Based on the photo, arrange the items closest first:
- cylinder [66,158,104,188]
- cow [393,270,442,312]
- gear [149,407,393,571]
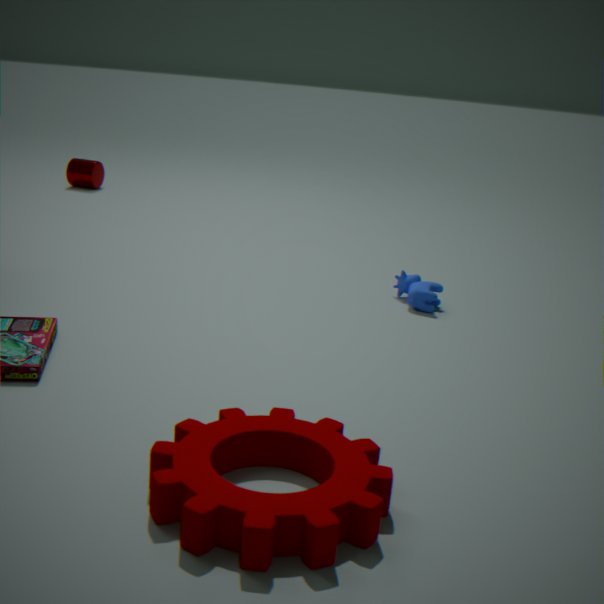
gear [149,407,393,571], cow [393,270,442,312], cylinder [66,158,104,188]
